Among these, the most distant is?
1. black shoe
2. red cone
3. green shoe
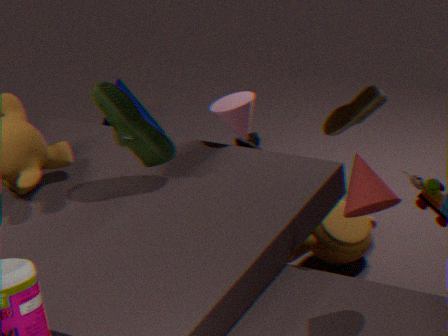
black shoe
